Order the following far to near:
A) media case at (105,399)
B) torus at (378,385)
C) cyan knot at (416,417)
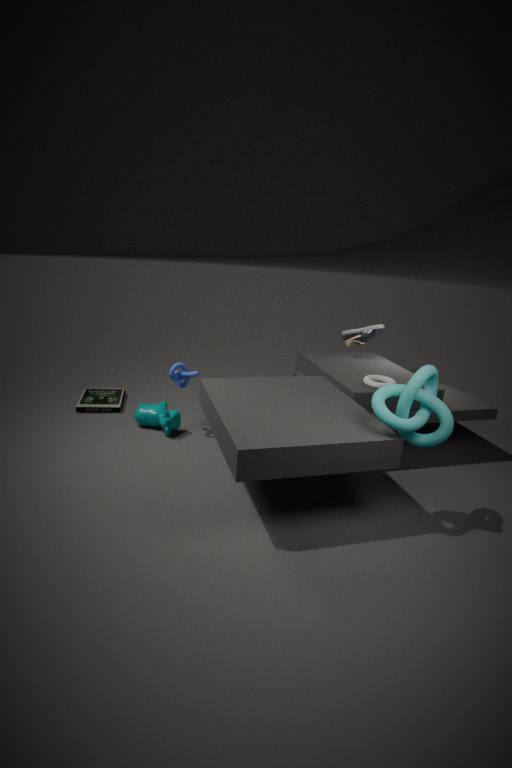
media case at (105,399), torus at (378,385), cyan knot at (416,417)
